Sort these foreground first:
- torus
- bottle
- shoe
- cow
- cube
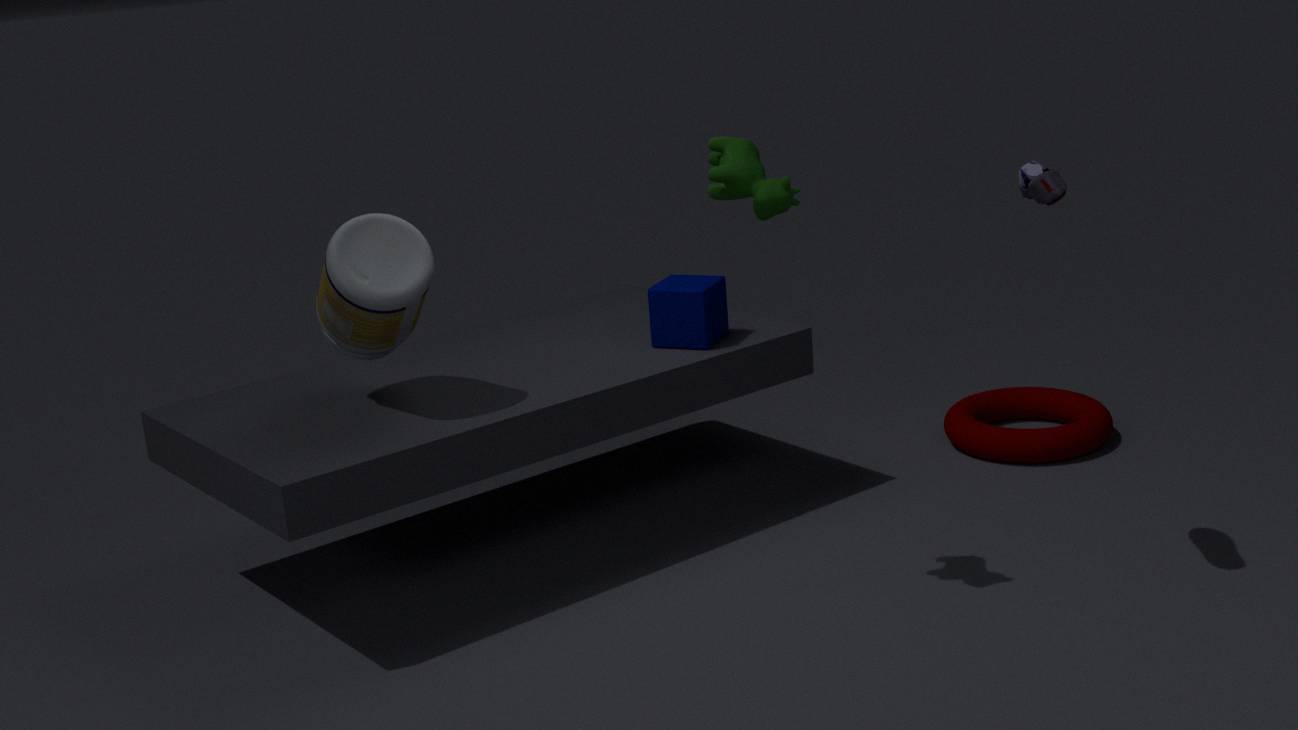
shoe → cow → bottle → cube → torus
